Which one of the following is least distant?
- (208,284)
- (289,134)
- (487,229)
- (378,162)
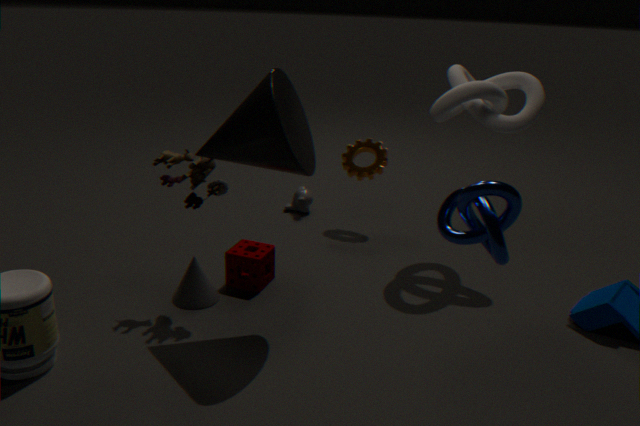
(487,229)
